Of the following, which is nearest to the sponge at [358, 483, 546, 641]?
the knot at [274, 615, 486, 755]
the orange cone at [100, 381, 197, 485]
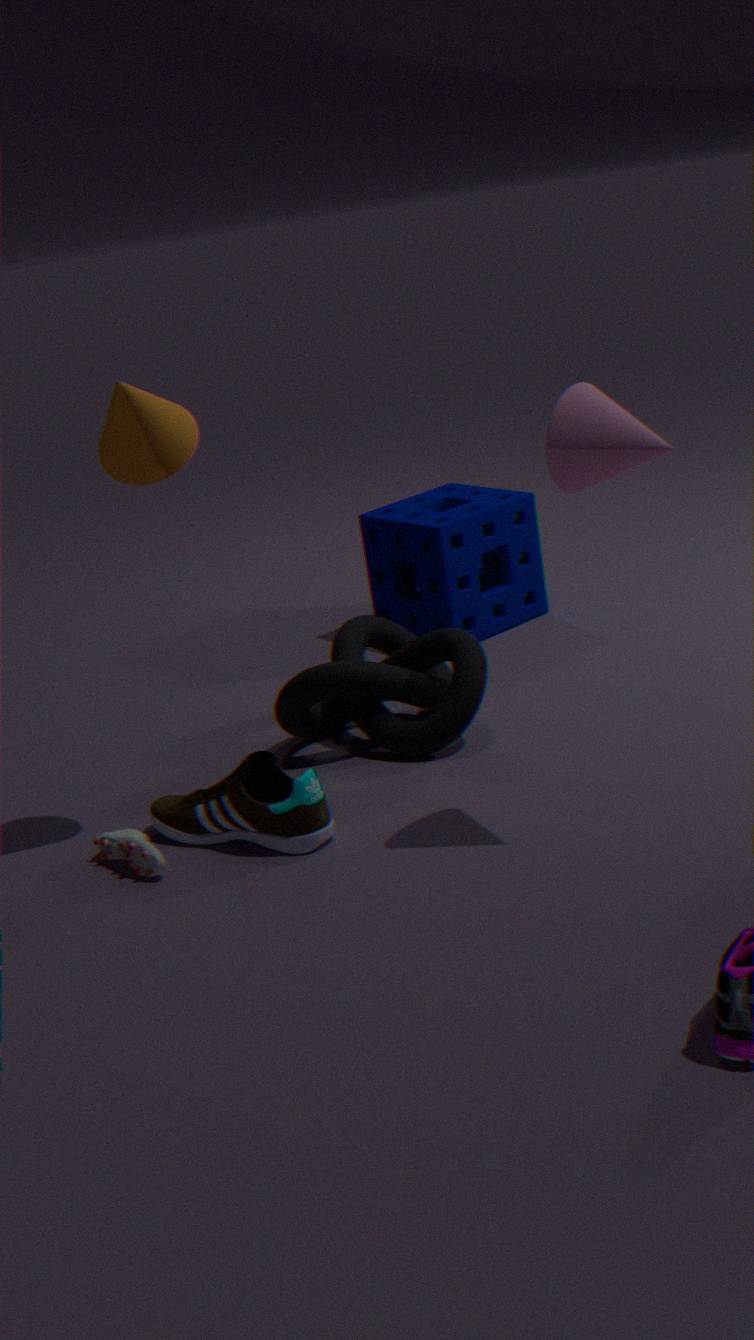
the knot at [274, 615, 486, 755]
